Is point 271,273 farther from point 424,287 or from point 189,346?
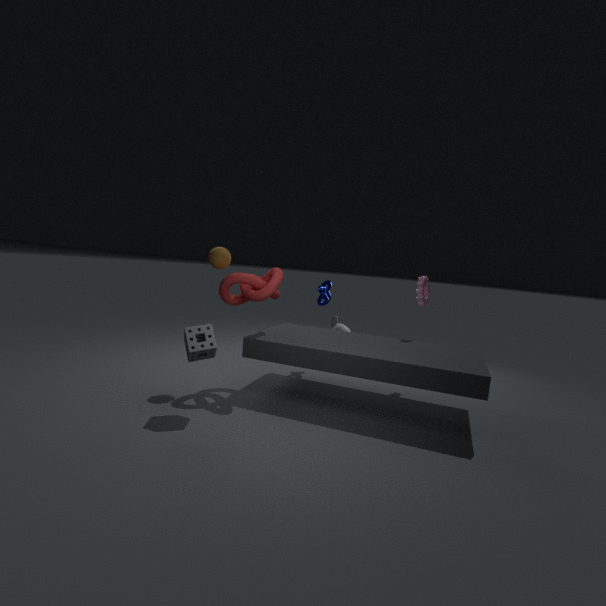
point 424,287
